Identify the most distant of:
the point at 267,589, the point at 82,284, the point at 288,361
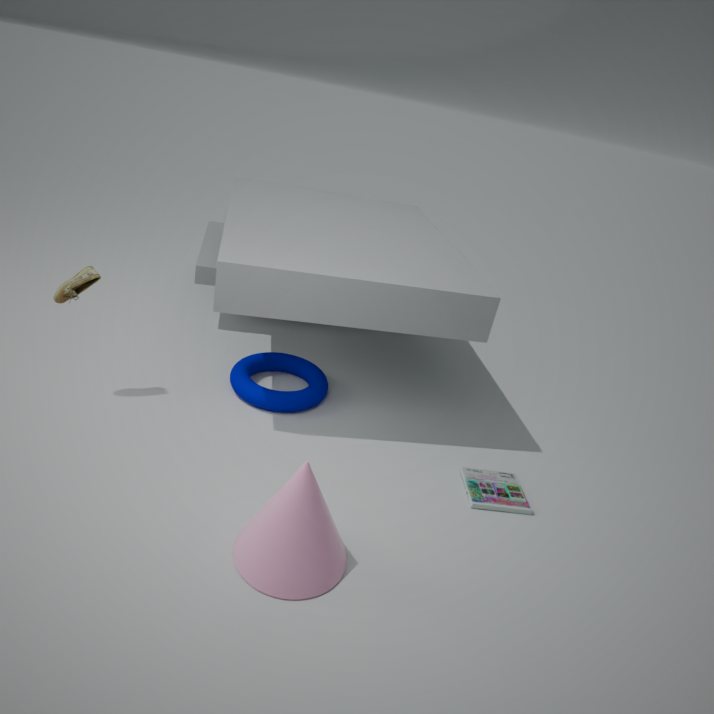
the point at 288,361
